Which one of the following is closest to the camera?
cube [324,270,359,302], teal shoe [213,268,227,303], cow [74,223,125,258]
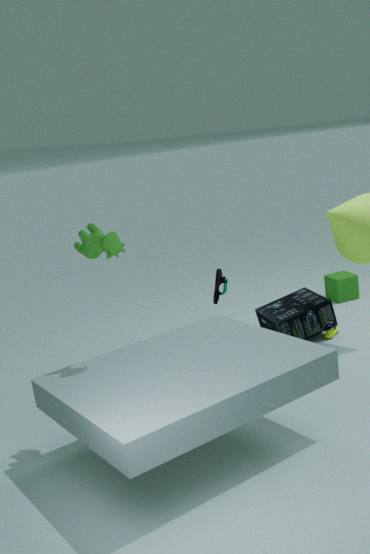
cow [74,223,125,258]
